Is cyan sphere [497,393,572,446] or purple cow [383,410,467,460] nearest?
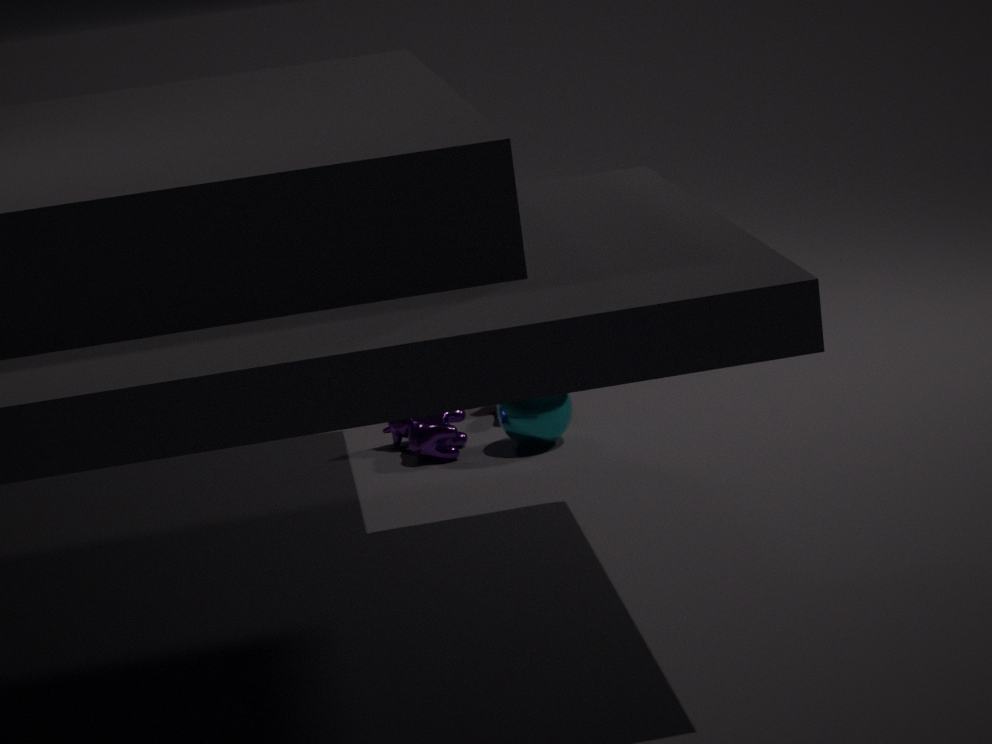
cyan sphere [497,393,572,446]
